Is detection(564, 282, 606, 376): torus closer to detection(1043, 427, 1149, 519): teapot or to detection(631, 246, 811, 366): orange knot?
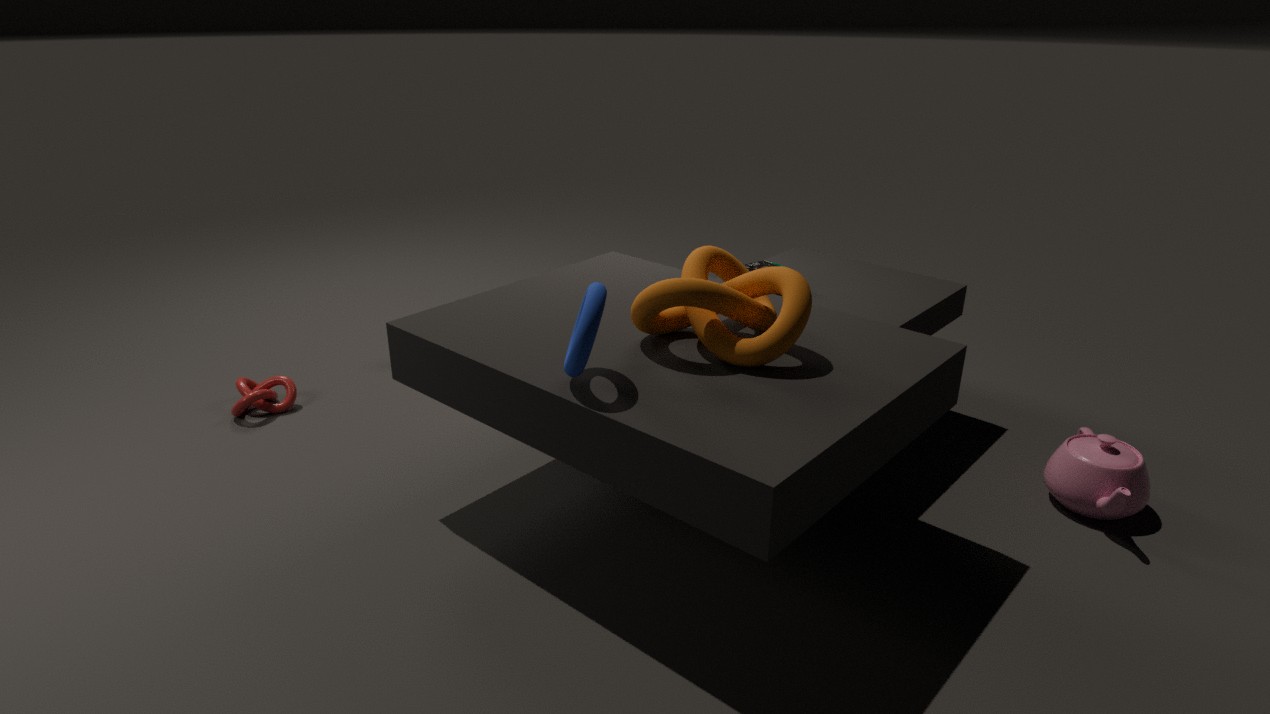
detection(631, 246, 811, 366): orange knot
